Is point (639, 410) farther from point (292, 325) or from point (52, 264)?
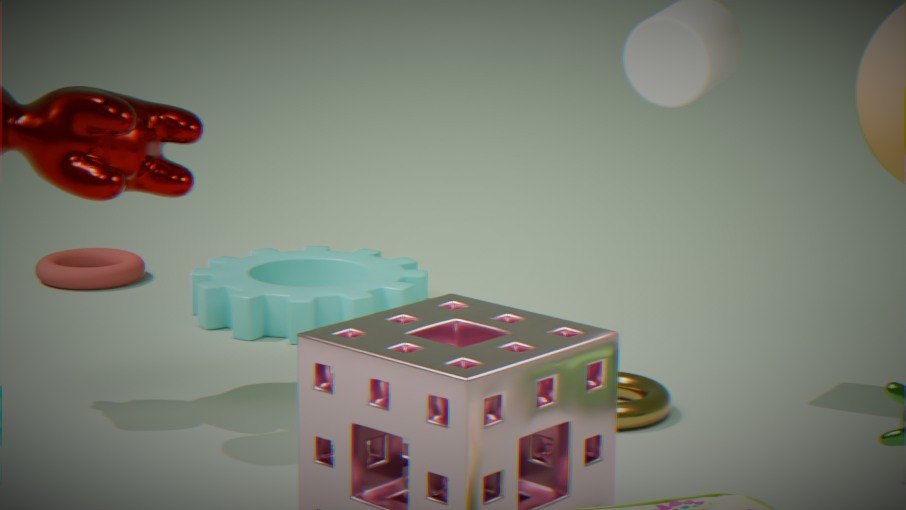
point (52, 264)
